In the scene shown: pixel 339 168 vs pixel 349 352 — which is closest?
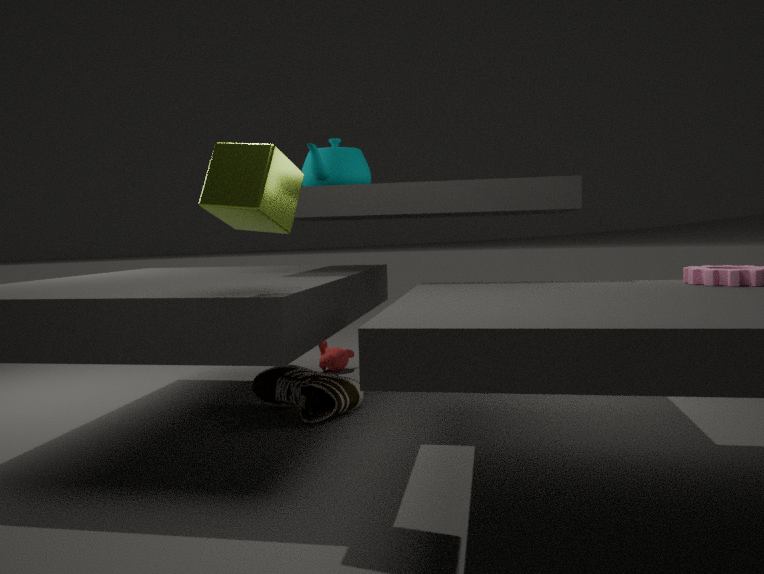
pixel 339 168
